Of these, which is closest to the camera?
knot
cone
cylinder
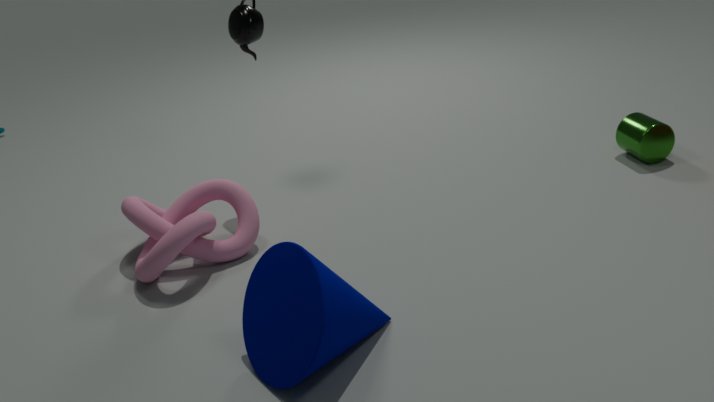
cone
